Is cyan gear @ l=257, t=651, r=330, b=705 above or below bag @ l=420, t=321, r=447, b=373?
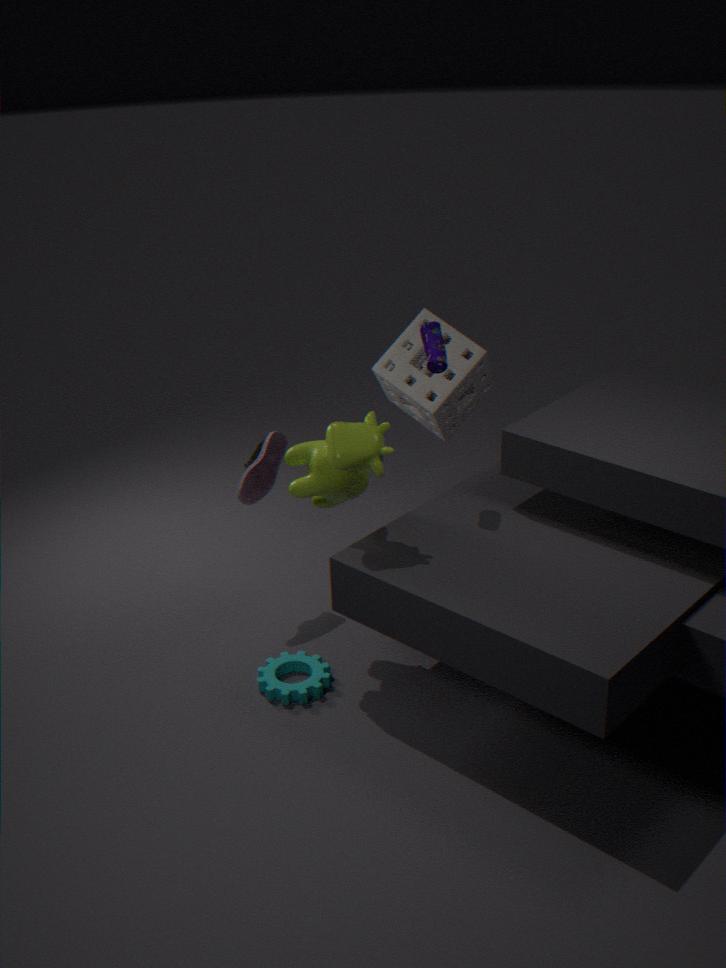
below
